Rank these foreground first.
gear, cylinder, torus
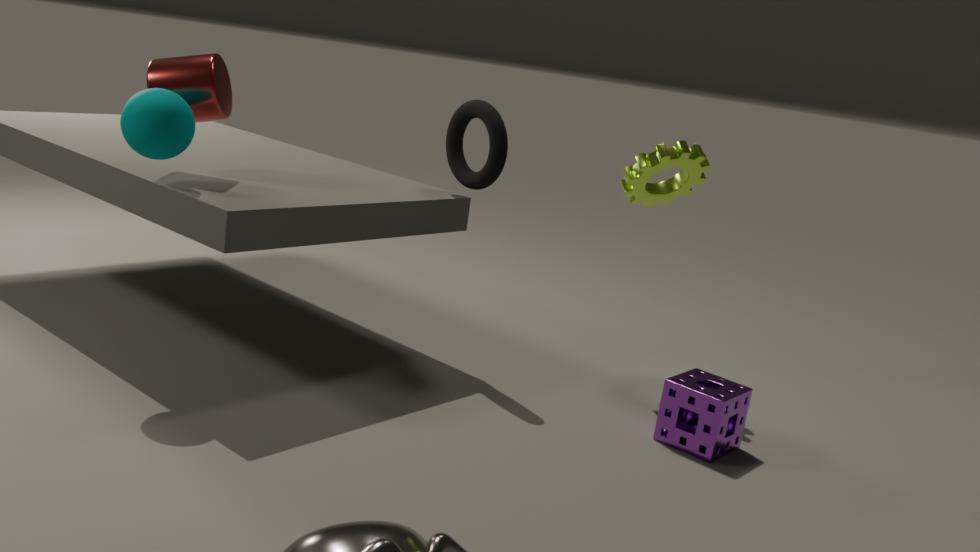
cylinder → torus → gear
